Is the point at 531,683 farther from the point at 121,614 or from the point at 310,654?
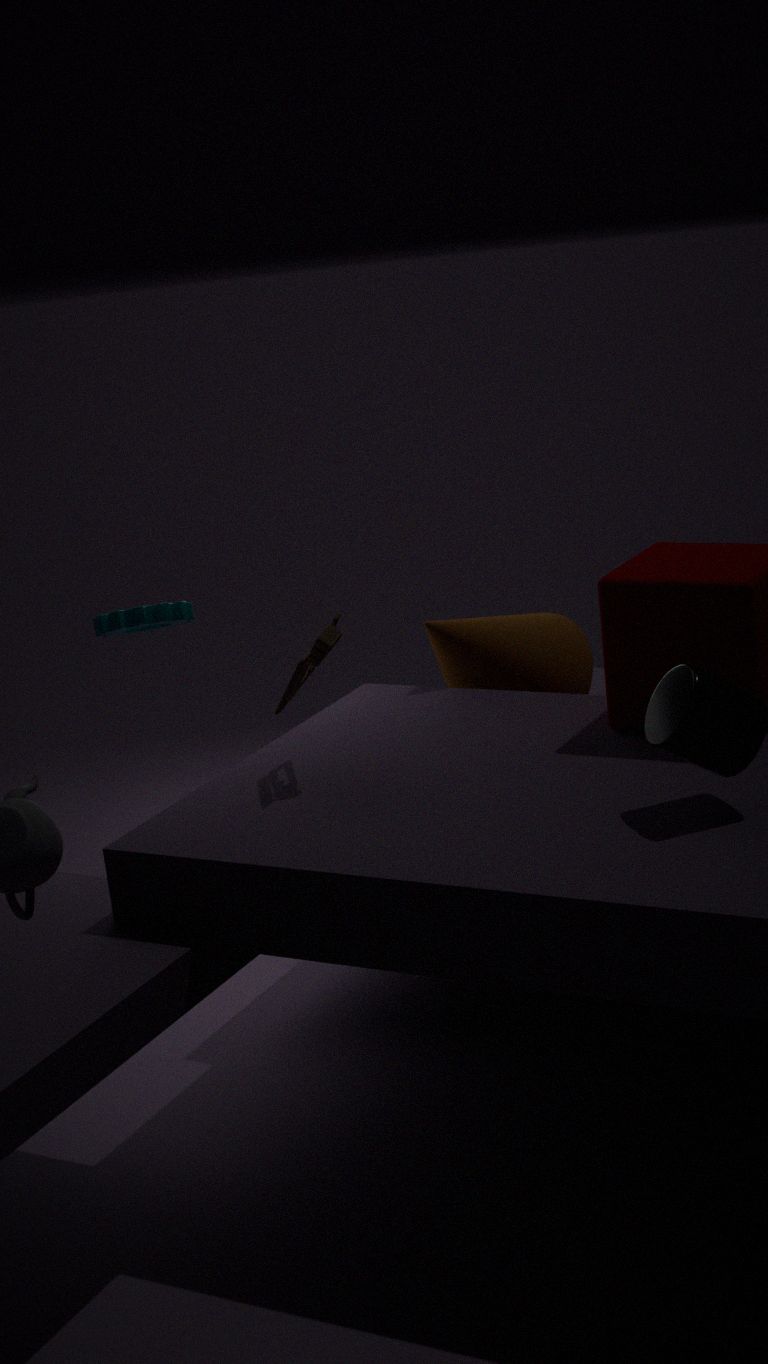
the point at 121,614
